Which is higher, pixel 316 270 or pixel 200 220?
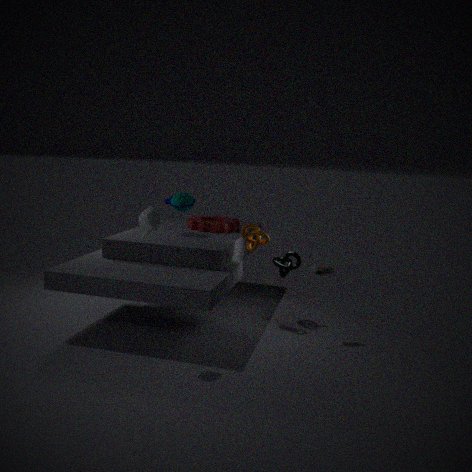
pixel 200 220
